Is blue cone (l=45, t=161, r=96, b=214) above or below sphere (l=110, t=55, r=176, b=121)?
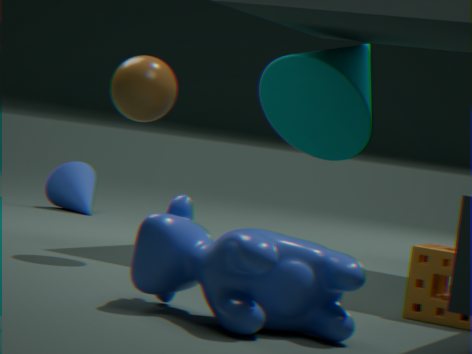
below
